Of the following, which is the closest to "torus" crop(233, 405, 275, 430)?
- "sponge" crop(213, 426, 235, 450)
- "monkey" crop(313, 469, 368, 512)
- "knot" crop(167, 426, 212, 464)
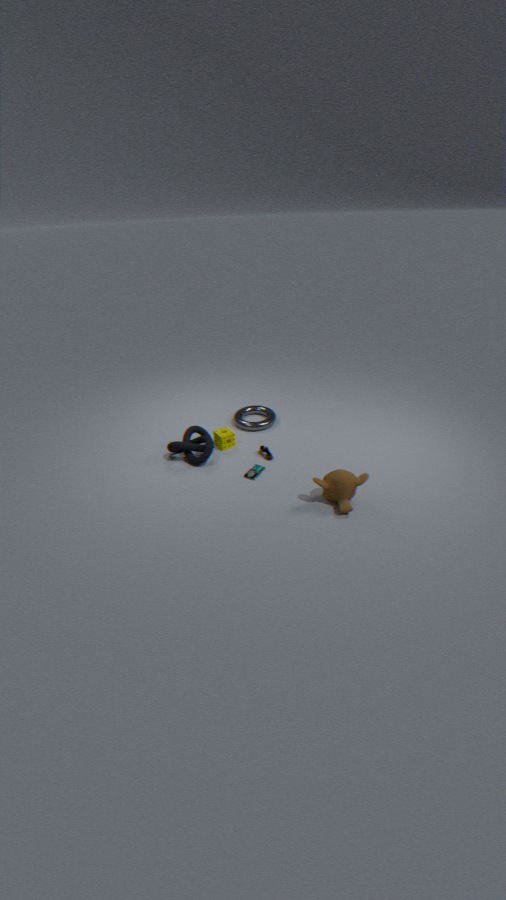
"sponge" crop(213, 426, 235, 450)
